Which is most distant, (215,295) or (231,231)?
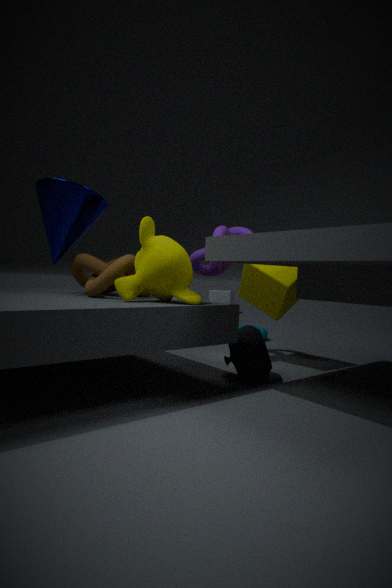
(215,295)
